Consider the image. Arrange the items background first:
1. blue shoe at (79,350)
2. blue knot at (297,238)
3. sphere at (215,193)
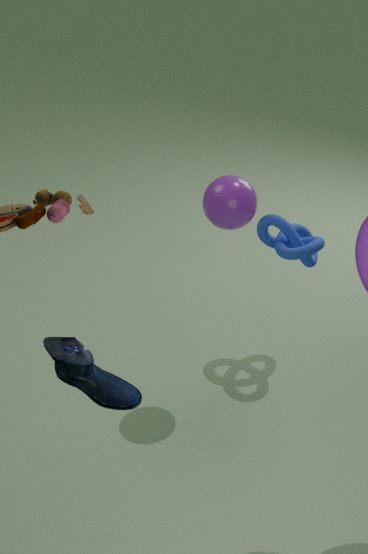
1. blue knot at (297,238)
2. sphere at (215,193)
3. blue shoe at (79,350)
